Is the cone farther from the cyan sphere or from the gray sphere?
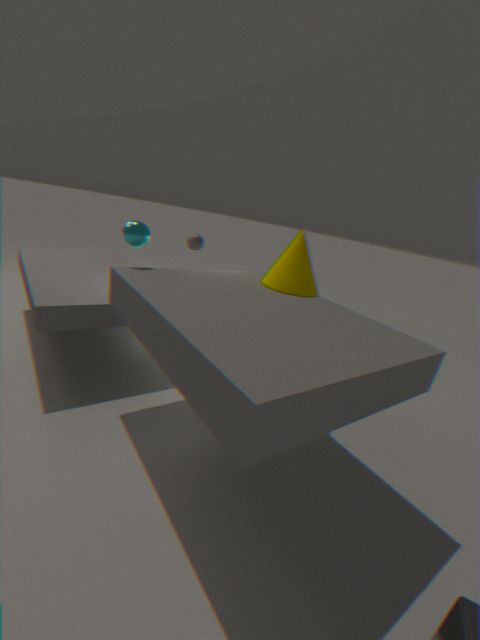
the gray sphere
